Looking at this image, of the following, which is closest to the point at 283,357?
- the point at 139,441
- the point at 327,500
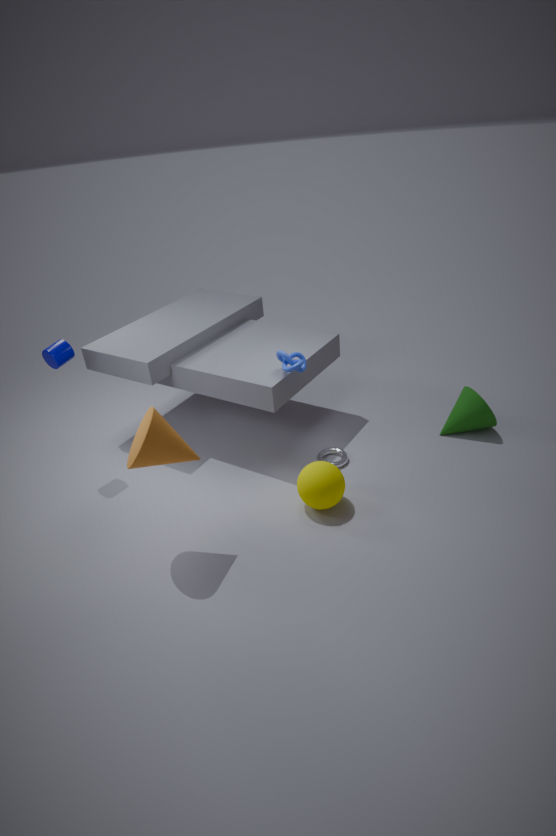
the point at 327,500
